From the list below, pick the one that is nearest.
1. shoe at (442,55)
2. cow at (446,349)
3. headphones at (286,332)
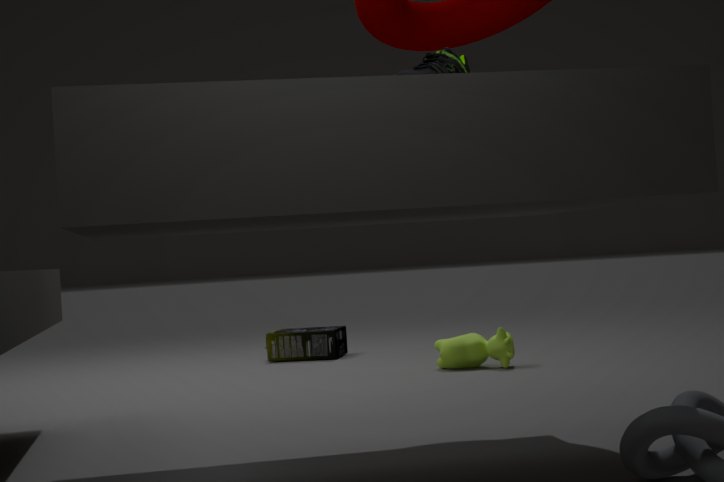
shoe at (442,55)
